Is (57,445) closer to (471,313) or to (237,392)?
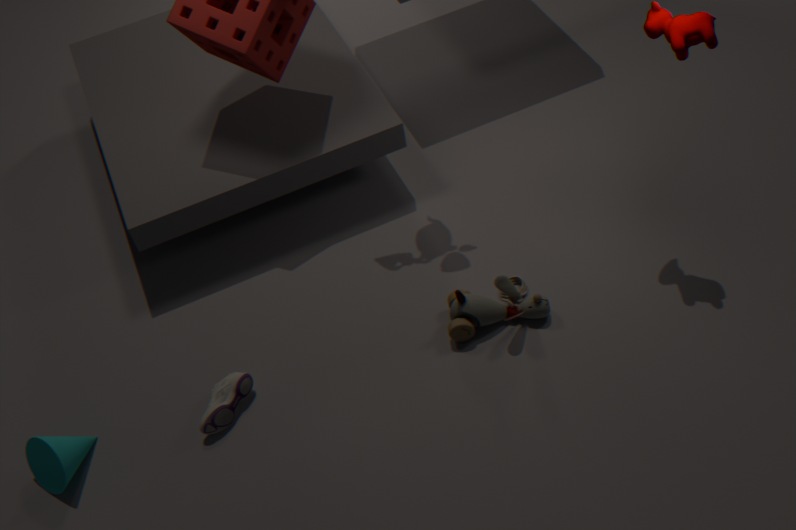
(237,392)
